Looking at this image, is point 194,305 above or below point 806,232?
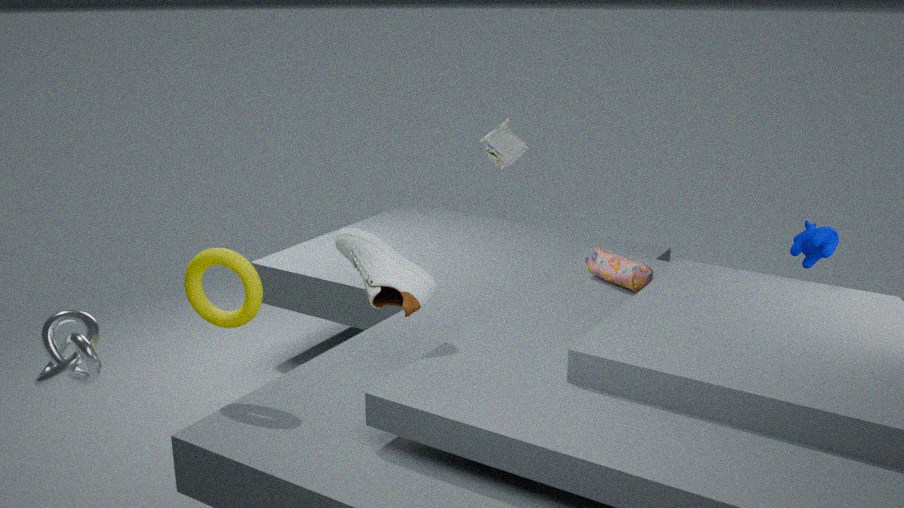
below
